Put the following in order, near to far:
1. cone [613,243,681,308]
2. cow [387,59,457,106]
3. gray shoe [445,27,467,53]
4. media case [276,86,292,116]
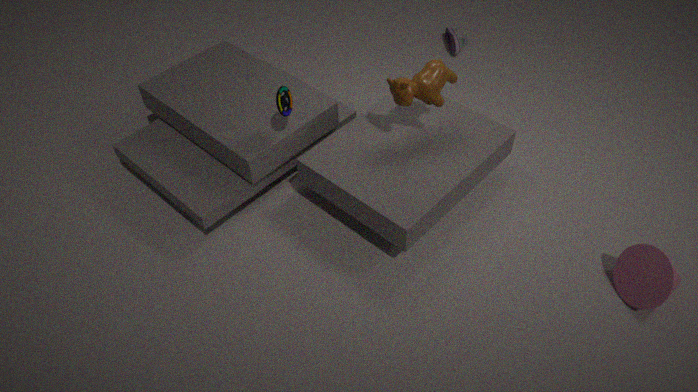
cone [613,243,681,308] → cow [387,59,457,106] → media case [276,86,292,116] → gray shoe [445,27,467,53]
